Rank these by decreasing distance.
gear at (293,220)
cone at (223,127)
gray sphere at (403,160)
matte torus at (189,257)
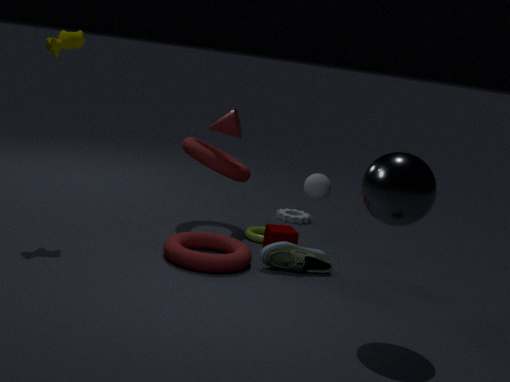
gear at (293,220), cone at (223,127), matte torus at (189,257), gray sphere at (403,160)
